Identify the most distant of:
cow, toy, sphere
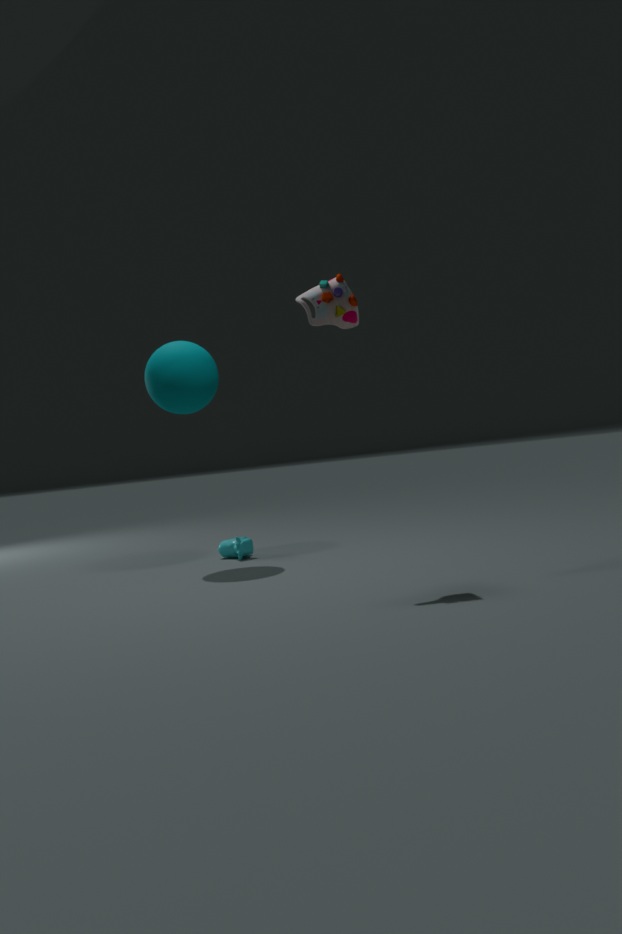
cow
